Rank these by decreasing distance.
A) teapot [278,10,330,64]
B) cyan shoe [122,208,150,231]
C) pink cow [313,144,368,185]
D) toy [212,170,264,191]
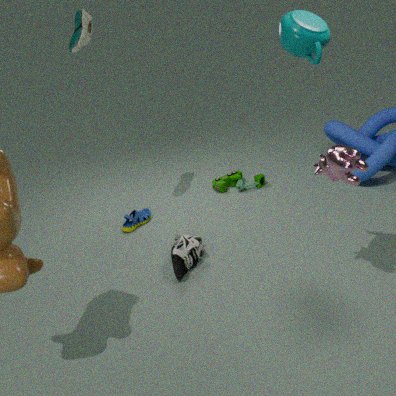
1. toy [212,170,264,191]
2. cyan shoe [122,208,150,231]
3. pink cow [313,144,368,185]
4. teapot [278,10,330,64]
